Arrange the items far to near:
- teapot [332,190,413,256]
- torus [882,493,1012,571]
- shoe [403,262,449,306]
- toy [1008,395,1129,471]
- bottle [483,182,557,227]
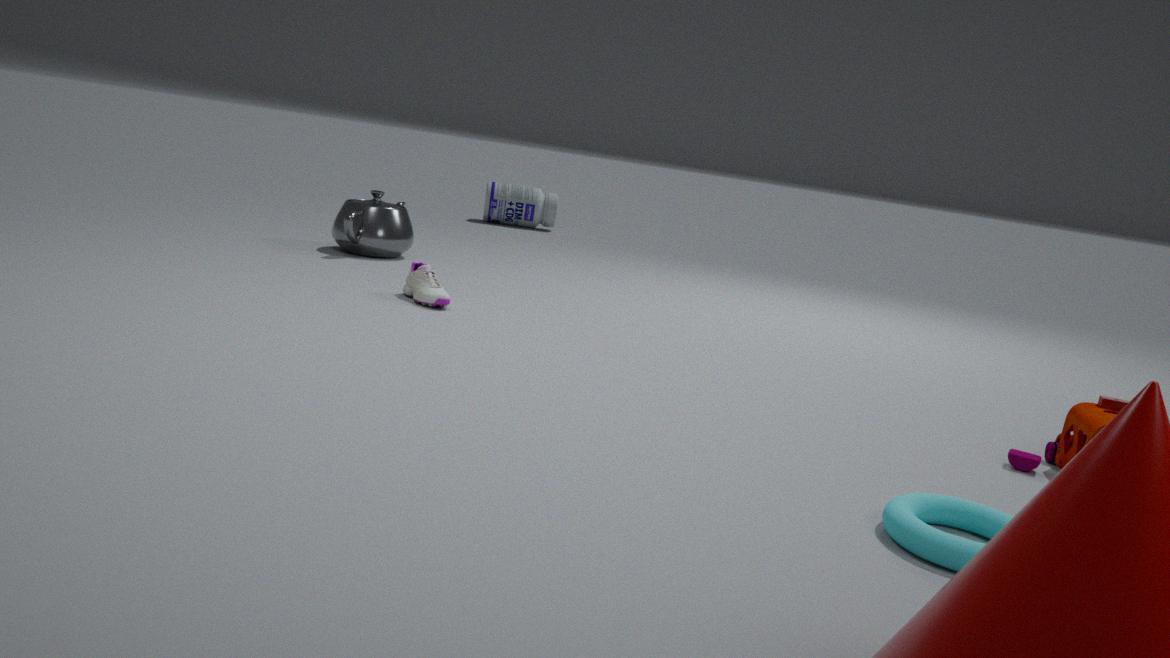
bottle [483,182,557,227] < teapot [332,190,413,256] < shoe [403,262,449,306] < toy [1008,395,1129,471] < torus [882,493,1012,571]
